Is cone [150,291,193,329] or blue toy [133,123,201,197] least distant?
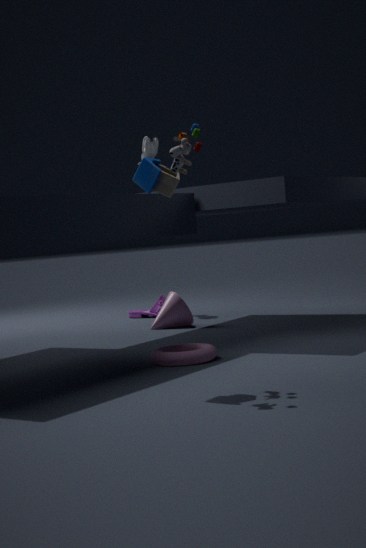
blue toy [133,123,201,197]
